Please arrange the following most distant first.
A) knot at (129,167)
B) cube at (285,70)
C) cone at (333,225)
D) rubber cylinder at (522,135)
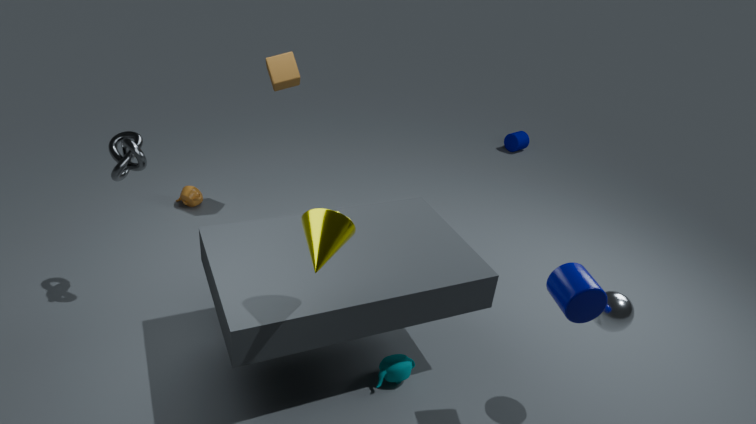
rubber cylinder at (522,135) → cube at (285,70) → knot at (129,167) → cone at (333,225)
